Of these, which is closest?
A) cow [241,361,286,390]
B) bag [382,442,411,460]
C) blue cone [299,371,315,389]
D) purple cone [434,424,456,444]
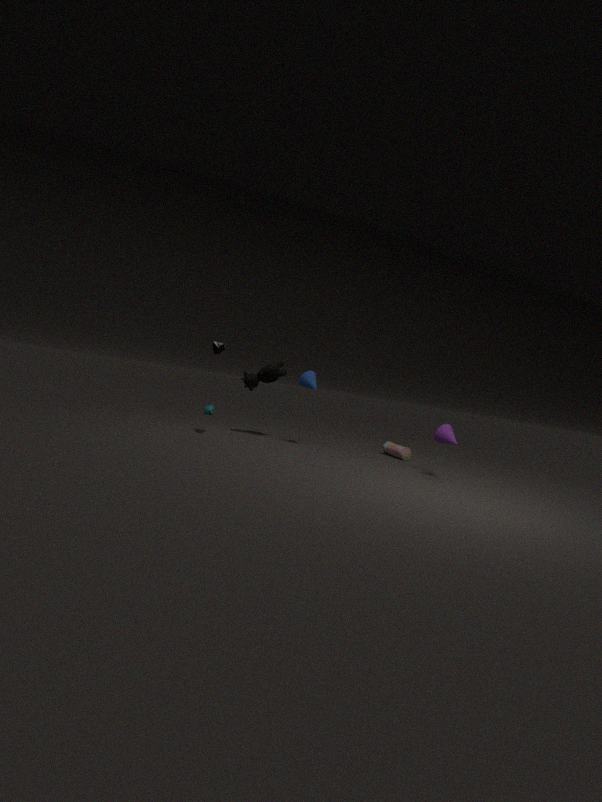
purple cone [434,424,456,444]
